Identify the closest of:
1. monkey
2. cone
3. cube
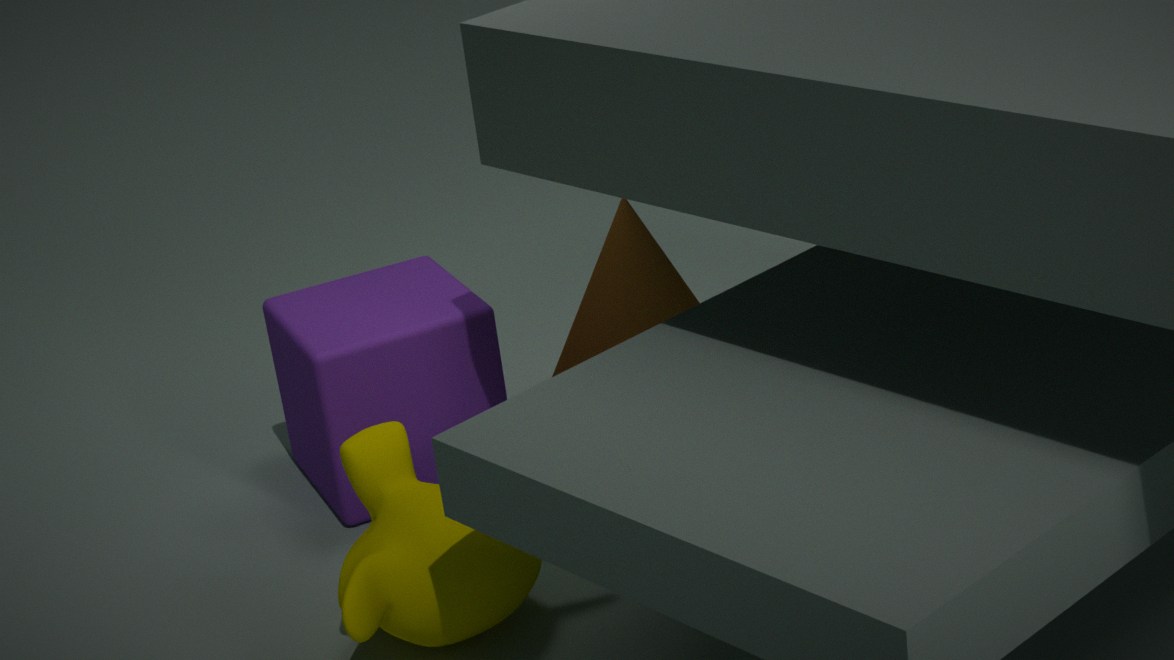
monkey
